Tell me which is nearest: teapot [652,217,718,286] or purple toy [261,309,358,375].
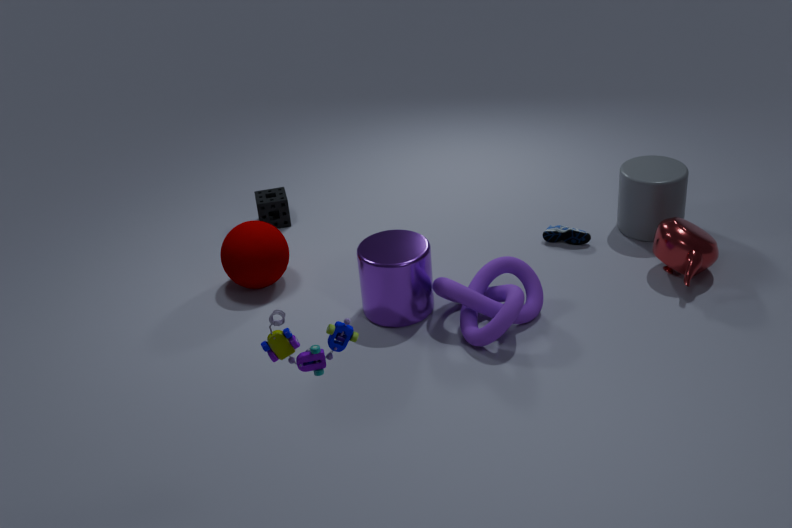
purple toy [261,309,358,375]
